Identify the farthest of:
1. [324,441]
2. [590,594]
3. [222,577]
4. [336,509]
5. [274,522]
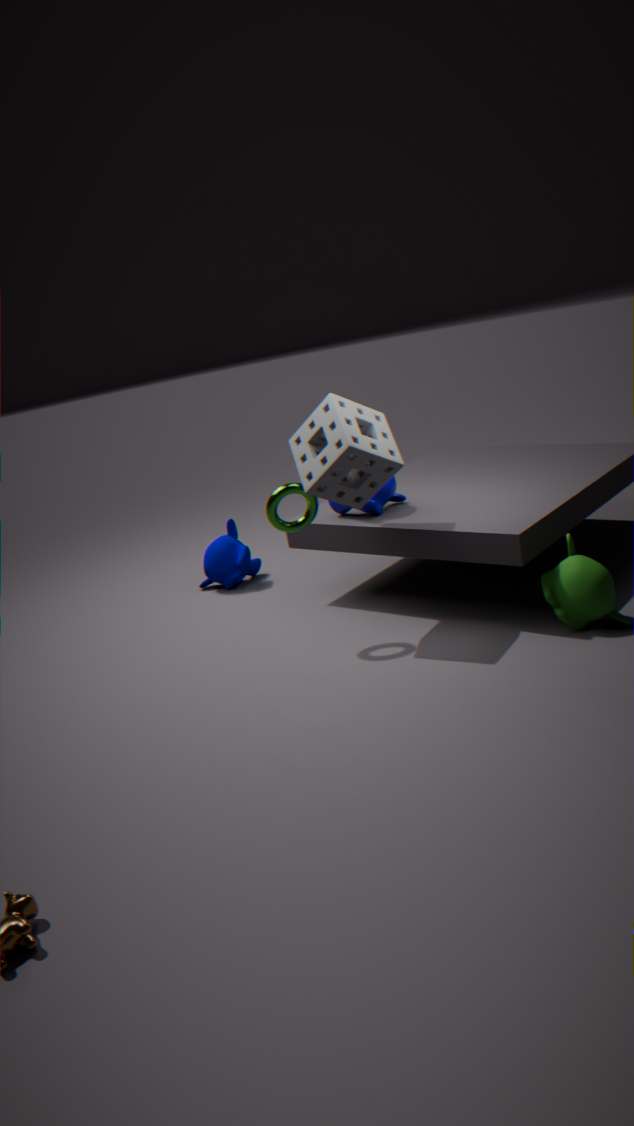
[222,577]
